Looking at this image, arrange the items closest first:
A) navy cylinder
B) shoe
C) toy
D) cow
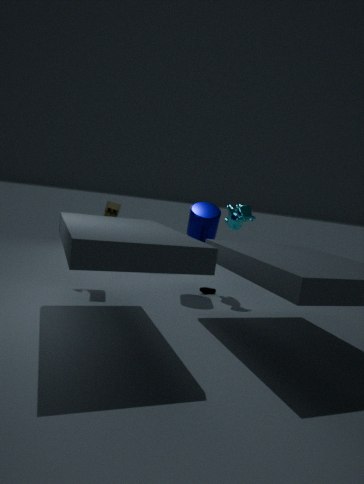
toy, navy cylinder, cow, shoe
